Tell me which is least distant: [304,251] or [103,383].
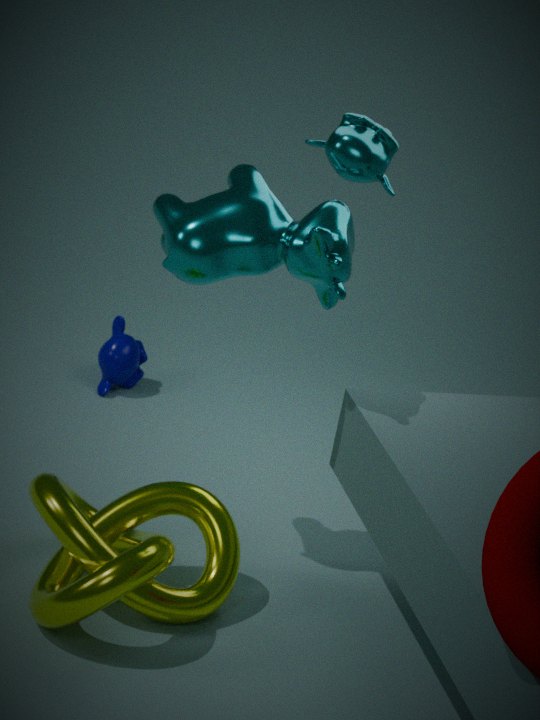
[304,251]
